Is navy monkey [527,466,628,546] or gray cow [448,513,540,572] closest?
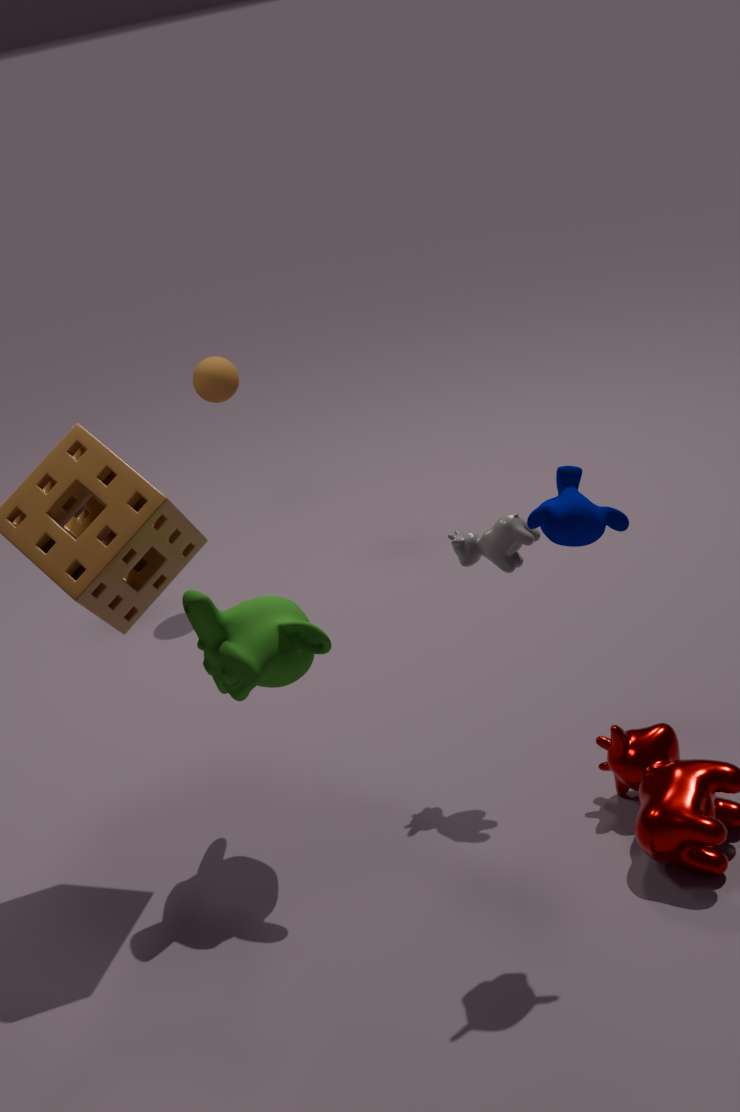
navy monkey [527,466,628,546]
